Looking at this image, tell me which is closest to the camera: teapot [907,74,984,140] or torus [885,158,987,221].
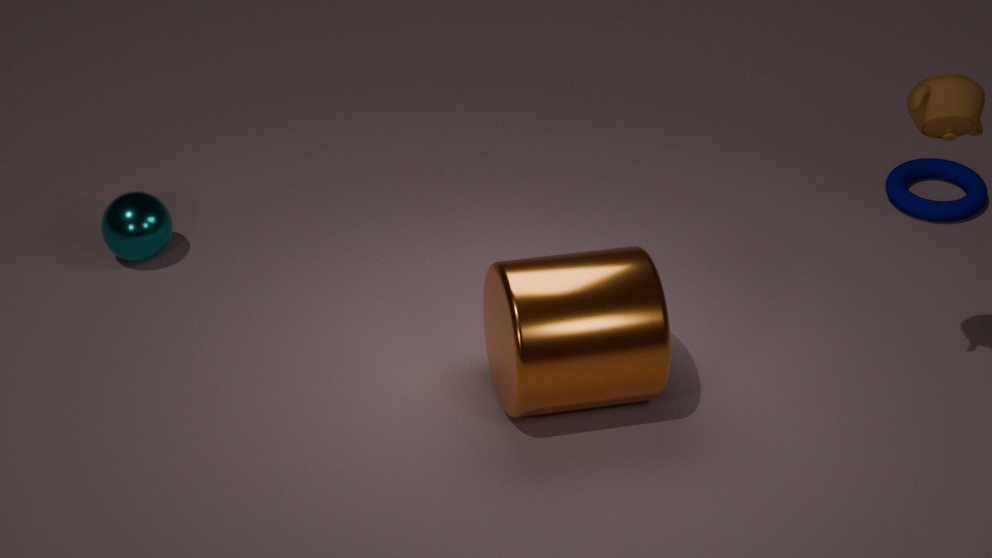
teapot [907,74,984,140]
